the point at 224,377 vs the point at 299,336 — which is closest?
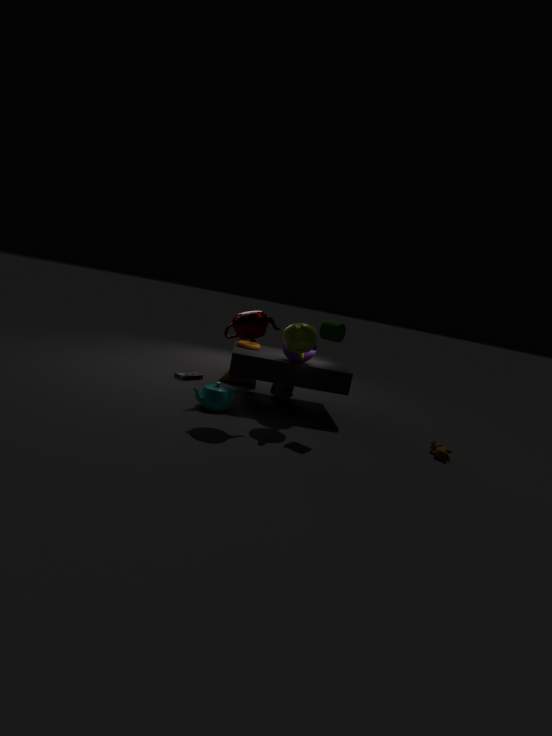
the point at 299,336
